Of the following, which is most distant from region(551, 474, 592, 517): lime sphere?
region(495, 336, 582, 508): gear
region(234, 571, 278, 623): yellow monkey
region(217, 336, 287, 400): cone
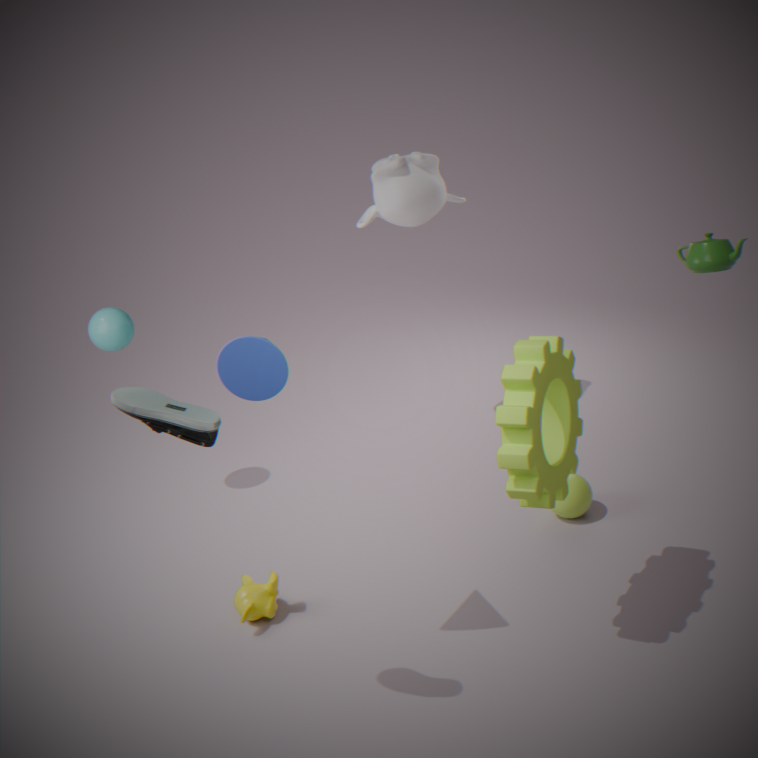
region(217, 336, 287, 400): cone
